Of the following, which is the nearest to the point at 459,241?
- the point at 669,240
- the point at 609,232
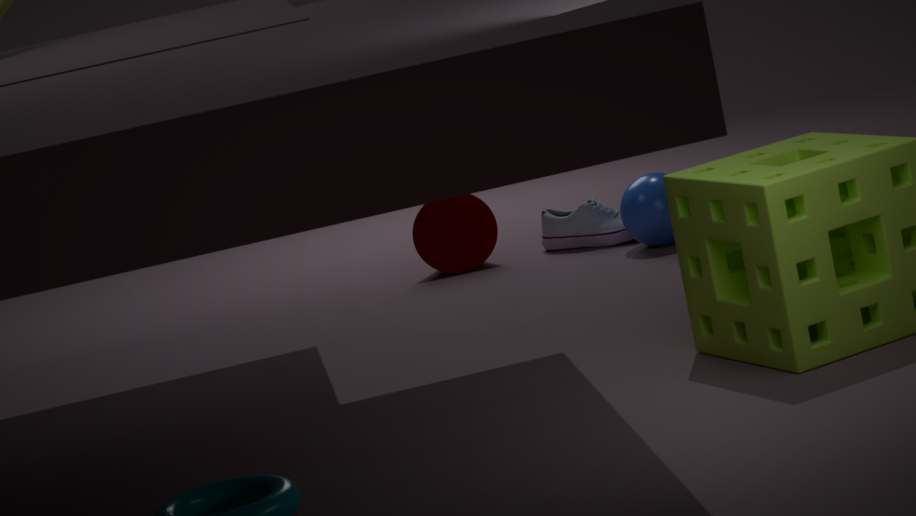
the point at 609,232
